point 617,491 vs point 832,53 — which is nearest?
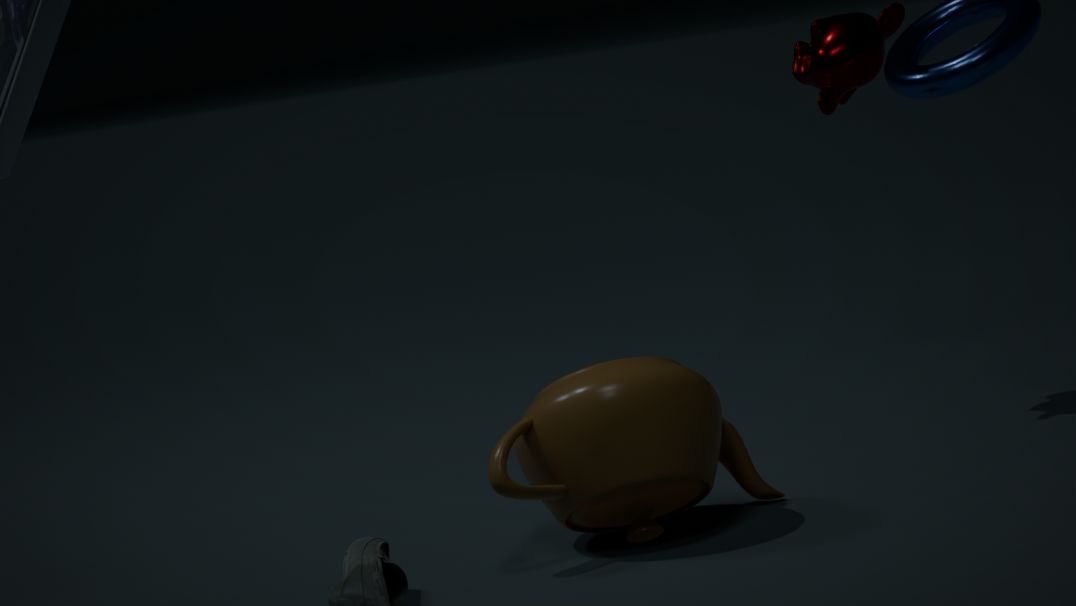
point 617,491
